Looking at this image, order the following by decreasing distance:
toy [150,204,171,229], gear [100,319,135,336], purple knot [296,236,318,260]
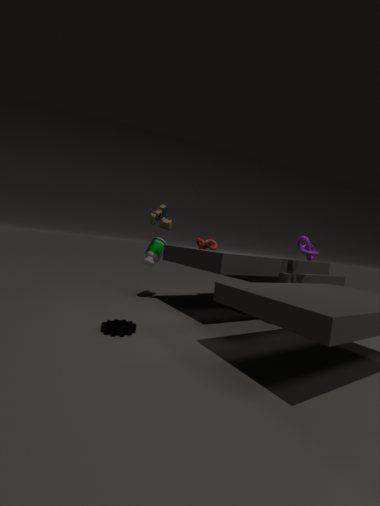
toy [150,204,171,229] → purple knot [296,236,318,260] → gear [100,319,135,336]
